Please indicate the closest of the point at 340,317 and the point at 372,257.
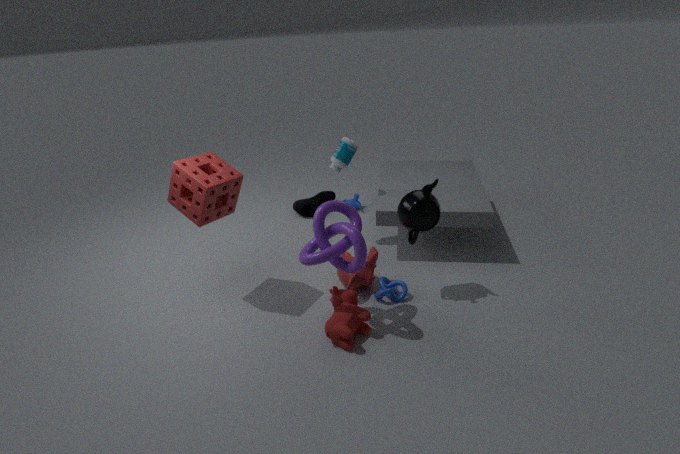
the point at 340,317
